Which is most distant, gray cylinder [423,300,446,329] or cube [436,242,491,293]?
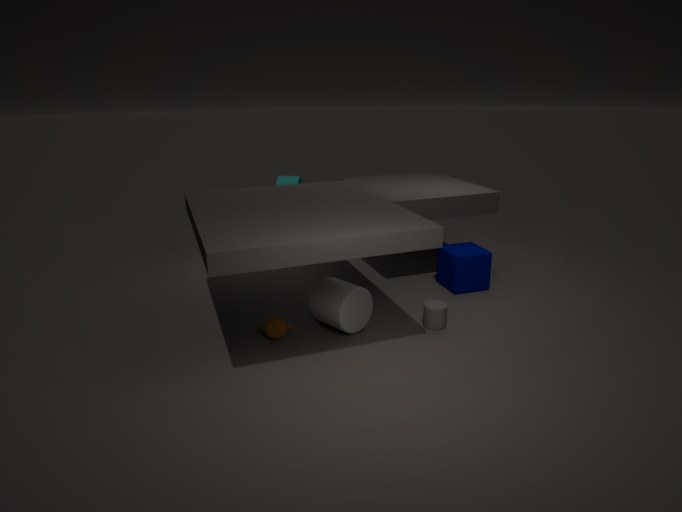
cube [436,242,491,293]
